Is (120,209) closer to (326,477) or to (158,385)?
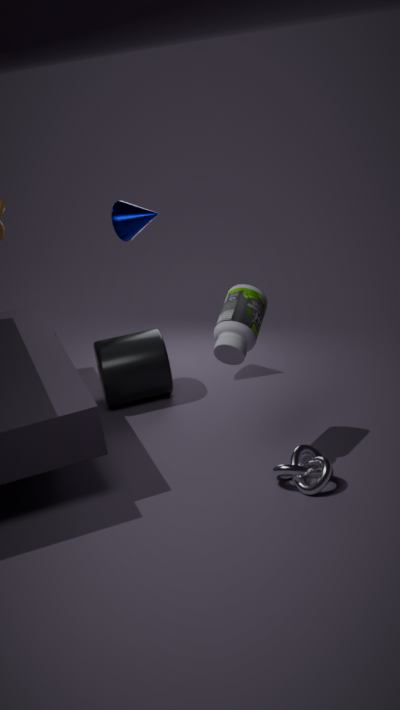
(158,385)
